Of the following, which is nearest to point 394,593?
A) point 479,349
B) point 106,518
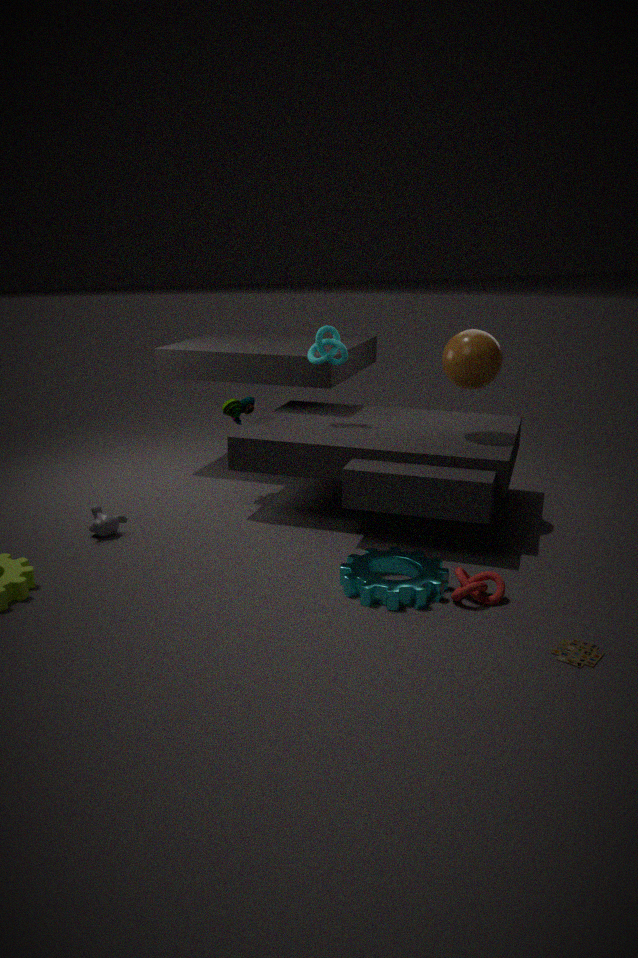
point 479,349
